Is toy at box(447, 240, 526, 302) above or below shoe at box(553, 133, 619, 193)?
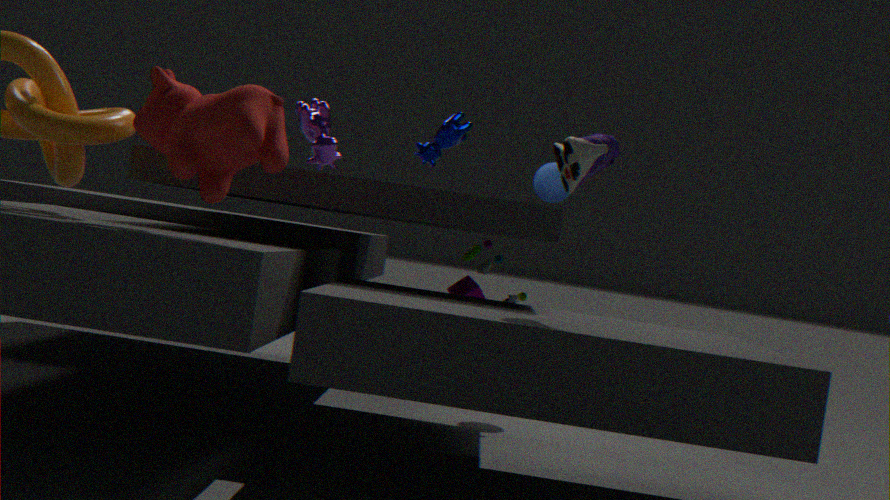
below
